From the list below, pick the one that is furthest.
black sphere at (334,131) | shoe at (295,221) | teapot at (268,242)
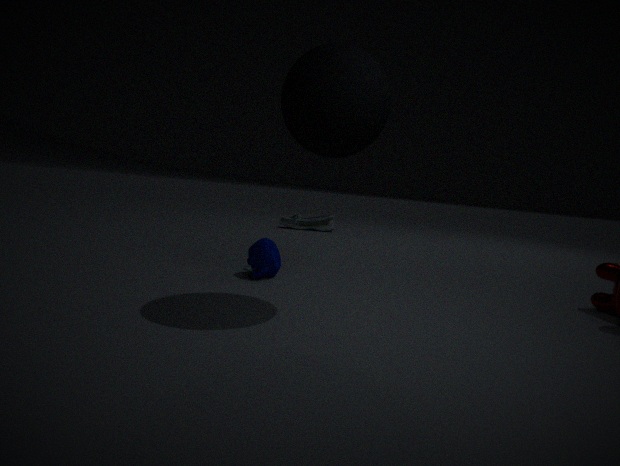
shoe at (295,221)
